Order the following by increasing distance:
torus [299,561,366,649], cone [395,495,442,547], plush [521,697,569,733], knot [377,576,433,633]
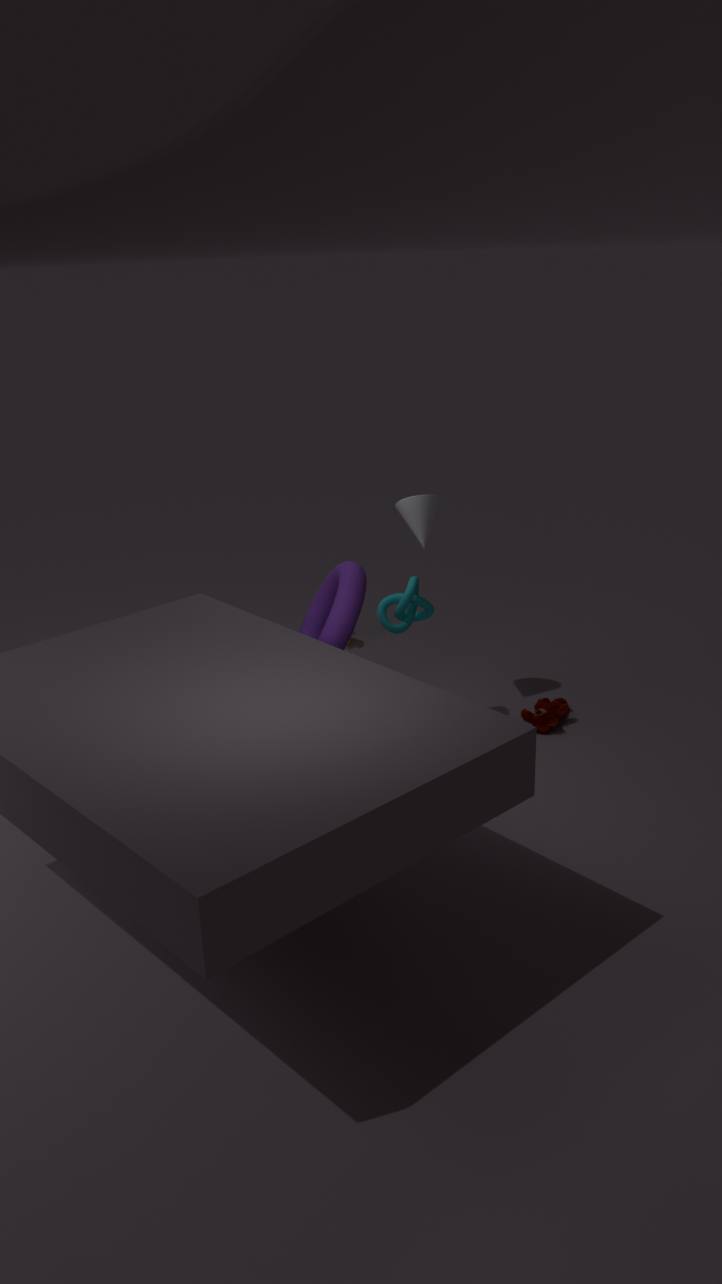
torus [299,561,366,649], knot [377,576,433,633], cone [395,495,442,547], plush [521,697,569,733]
